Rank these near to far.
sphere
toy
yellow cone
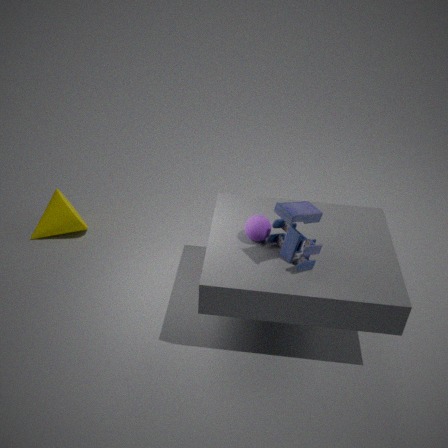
toy
sphere
yellow cone
